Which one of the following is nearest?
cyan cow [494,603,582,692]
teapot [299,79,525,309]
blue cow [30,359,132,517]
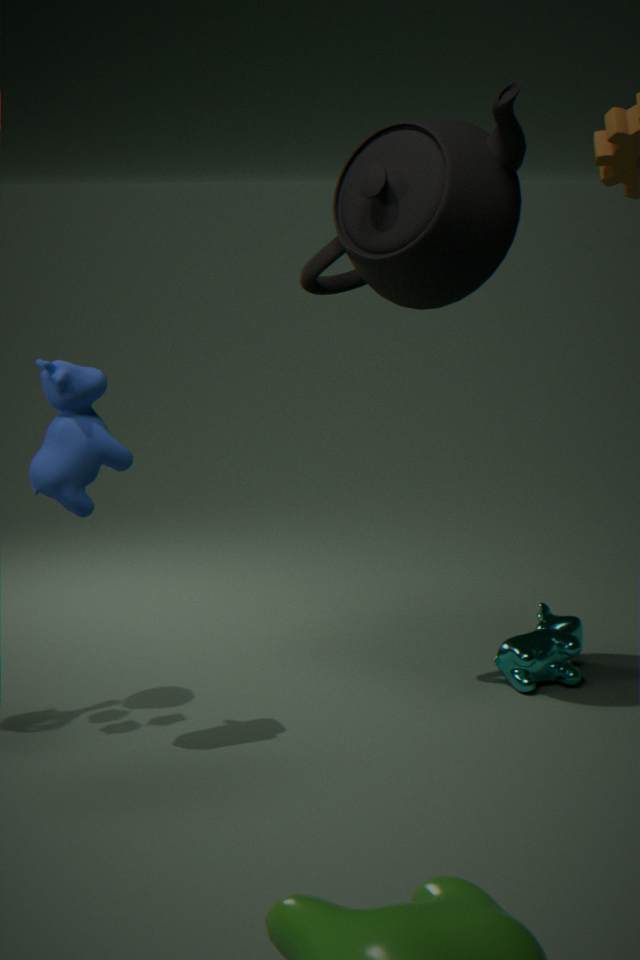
blue cow [30,359,132,517]
